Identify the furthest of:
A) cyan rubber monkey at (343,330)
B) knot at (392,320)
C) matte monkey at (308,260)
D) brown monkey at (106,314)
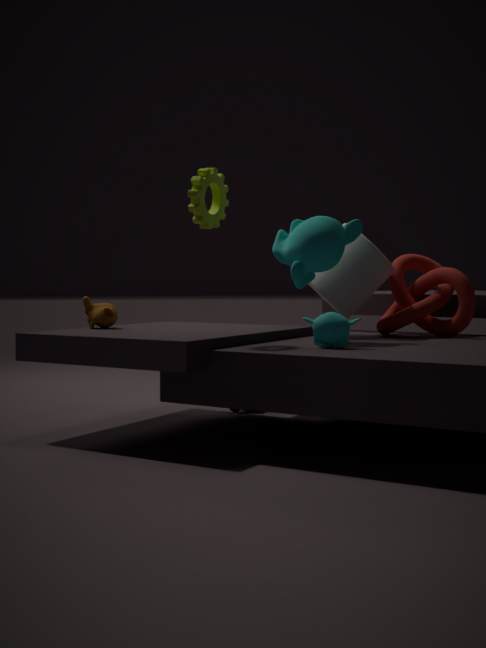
knot at (392,320)
